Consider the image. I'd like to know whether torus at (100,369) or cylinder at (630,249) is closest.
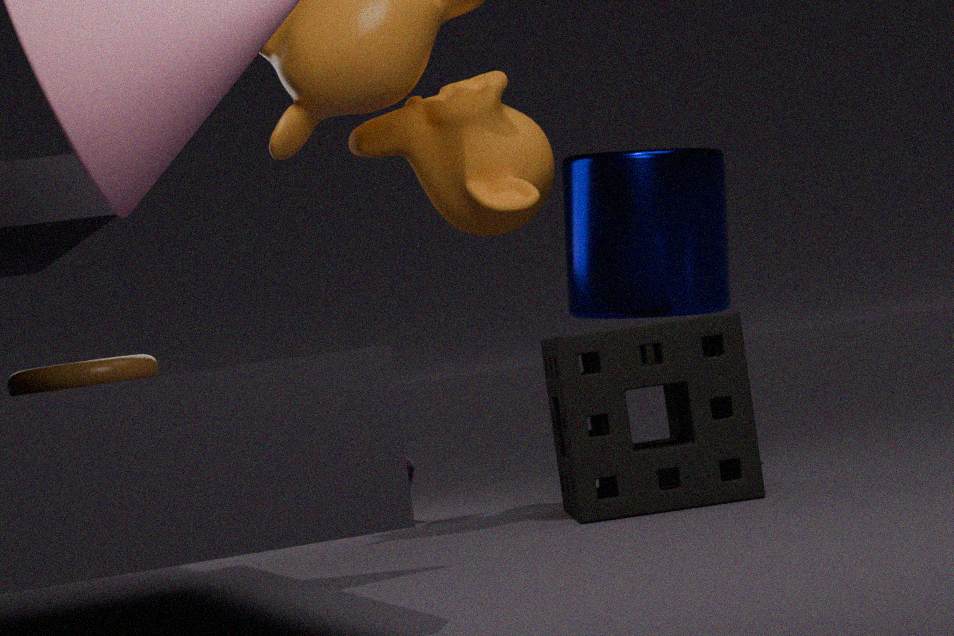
torus at (100,369)
